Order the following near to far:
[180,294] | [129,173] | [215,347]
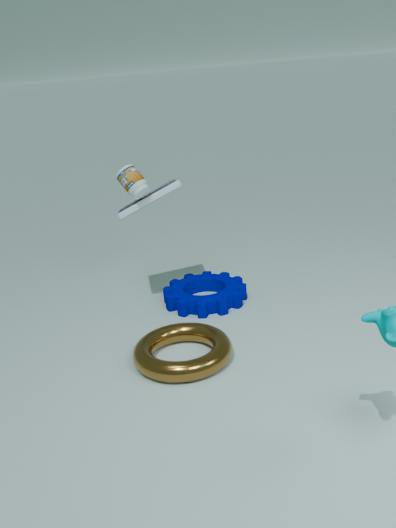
[215,347], [129,173], [180,294]
